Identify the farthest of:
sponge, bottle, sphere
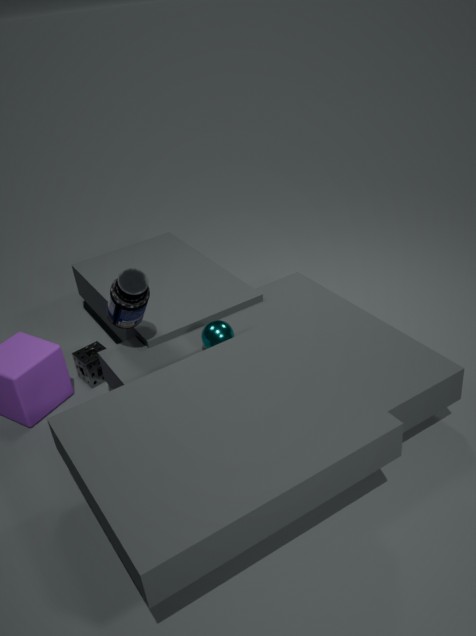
sponge
